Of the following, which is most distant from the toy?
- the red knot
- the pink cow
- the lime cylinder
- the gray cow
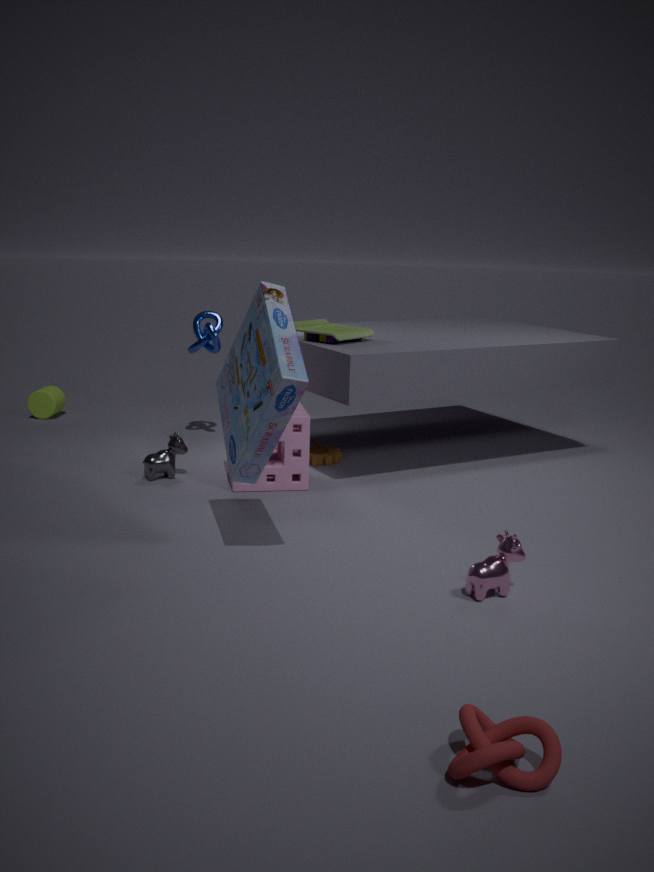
the red knot
